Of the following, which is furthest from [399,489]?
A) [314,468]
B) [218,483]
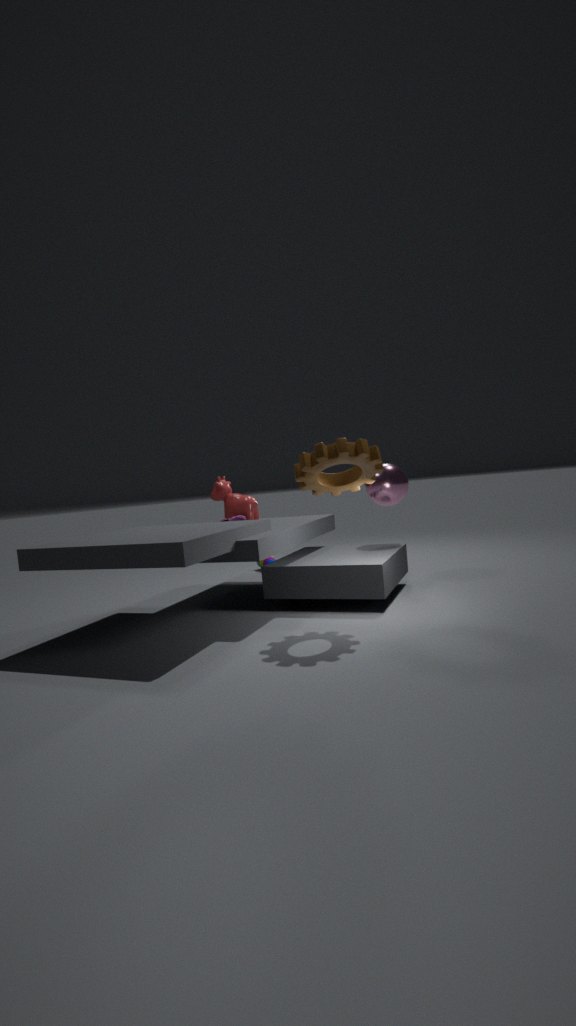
[218,483]
